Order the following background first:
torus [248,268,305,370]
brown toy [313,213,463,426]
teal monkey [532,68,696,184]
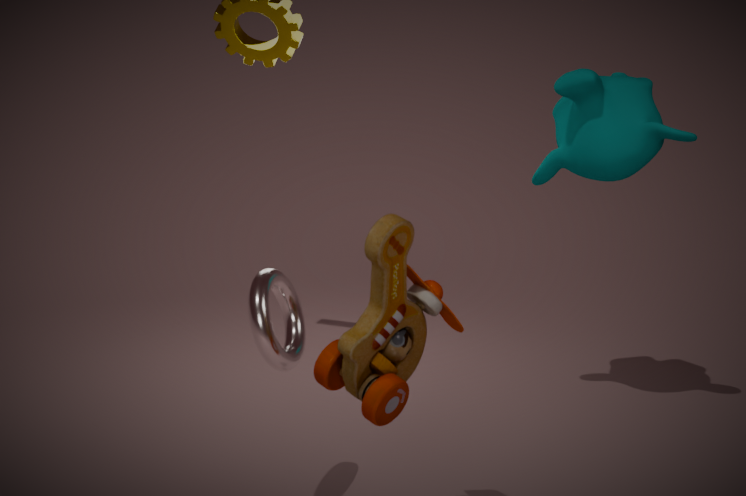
teal monkey [532,68,696,184] → torus [248,268,305,370] → brown toy [313,213,463,426]
